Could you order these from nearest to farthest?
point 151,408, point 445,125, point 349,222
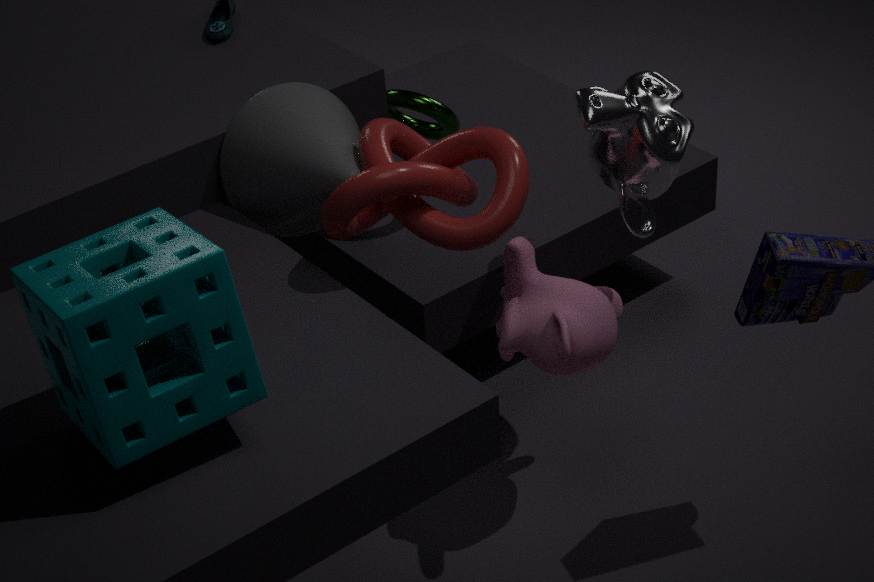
point 151,408 → point 349,222 → point 445,125
